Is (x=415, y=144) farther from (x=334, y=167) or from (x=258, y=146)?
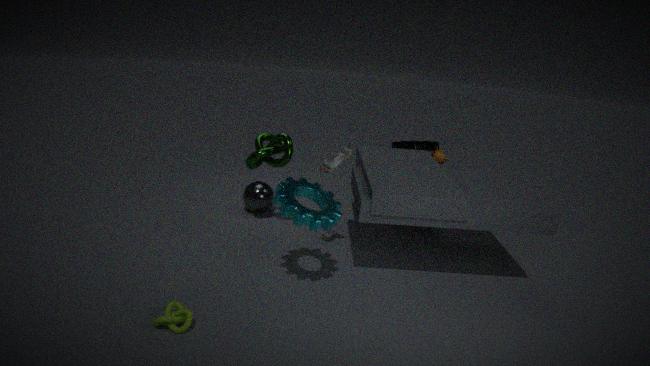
(x=258, y=146)
